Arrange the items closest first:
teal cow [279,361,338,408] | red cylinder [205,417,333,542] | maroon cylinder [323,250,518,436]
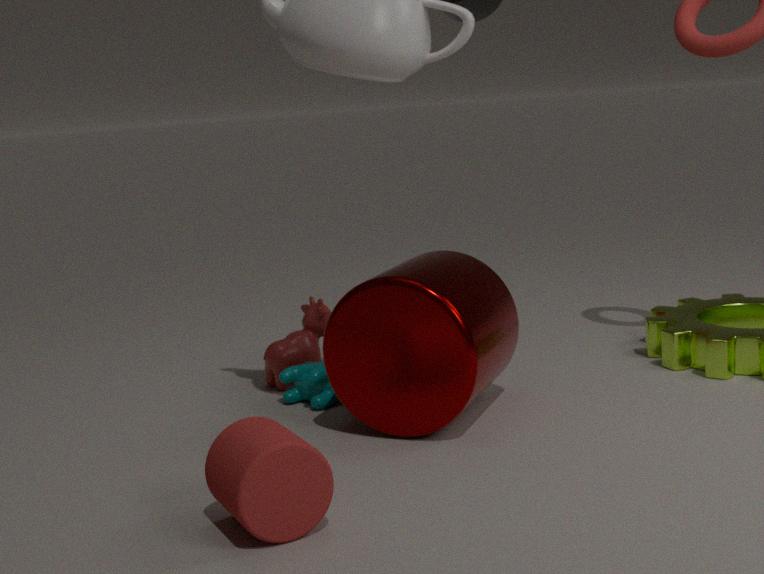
red cylinder [205,417,333,542]
maroon cylinder [323,250,518,436]
teal cow [279,361,338,408]
